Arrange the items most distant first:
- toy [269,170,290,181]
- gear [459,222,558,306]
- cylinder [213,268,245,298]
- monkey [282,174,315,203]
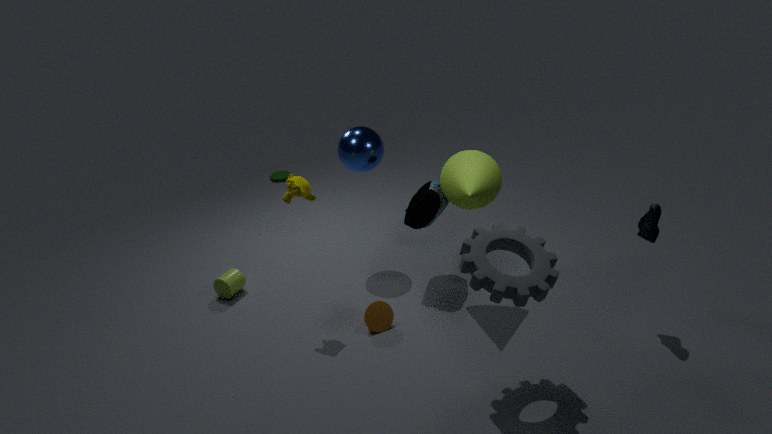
toy [269,170,290,181], cylinder [213,268,245,298], monkey [282,174,315,203], gear [459,222,558,306]
